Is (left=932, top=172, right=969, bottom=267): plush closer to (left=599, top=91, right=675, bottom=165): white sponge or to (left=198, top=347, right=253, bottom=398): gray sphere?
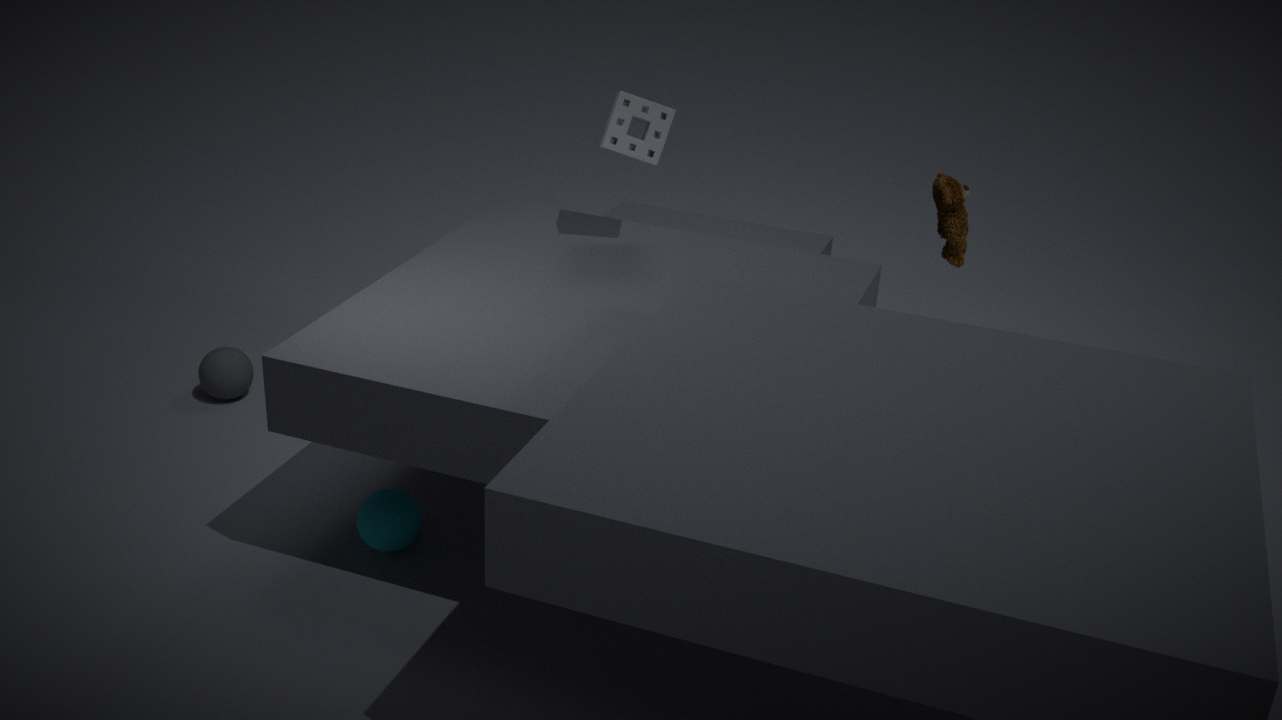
(left=599, top=91, right=675, bottom=165): white sponge
